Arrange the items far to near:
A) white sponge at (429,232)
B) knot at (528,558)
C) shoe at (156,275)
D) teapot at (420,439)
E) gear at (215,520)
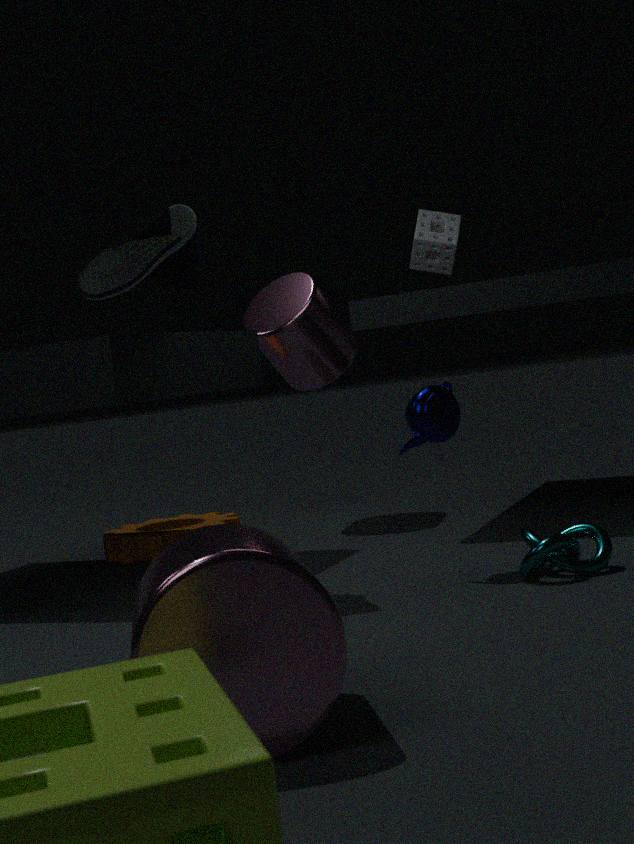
1. white sponge at (429,232)
2. gear at (215,520)
3. teapot at (420,439)
4. shoe at (156,275)
5. knot at (528,558)
